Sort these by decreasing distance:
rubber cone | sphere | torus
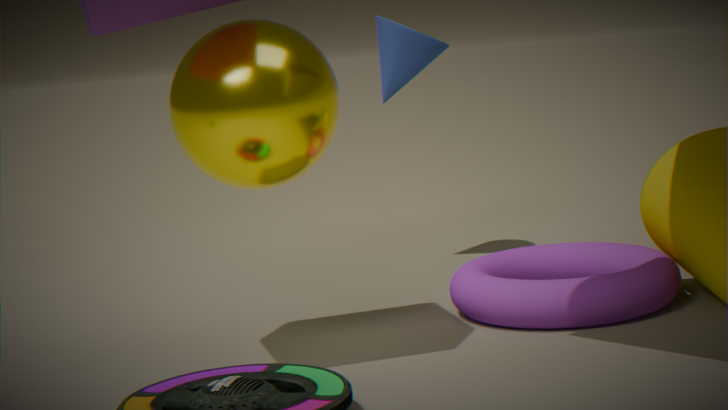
1. rubber cone
2. torus
3. sphere
